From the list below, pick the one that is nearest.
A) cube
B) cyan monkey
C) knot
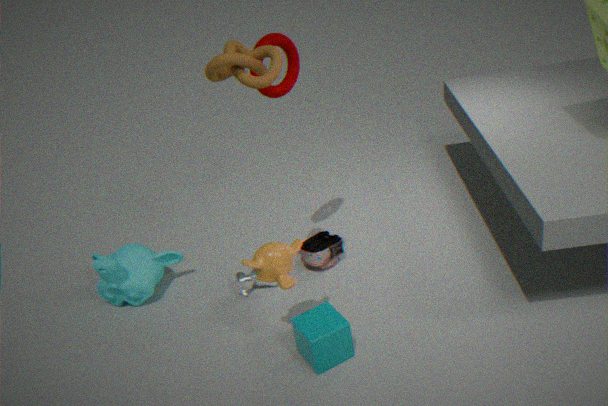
knot
